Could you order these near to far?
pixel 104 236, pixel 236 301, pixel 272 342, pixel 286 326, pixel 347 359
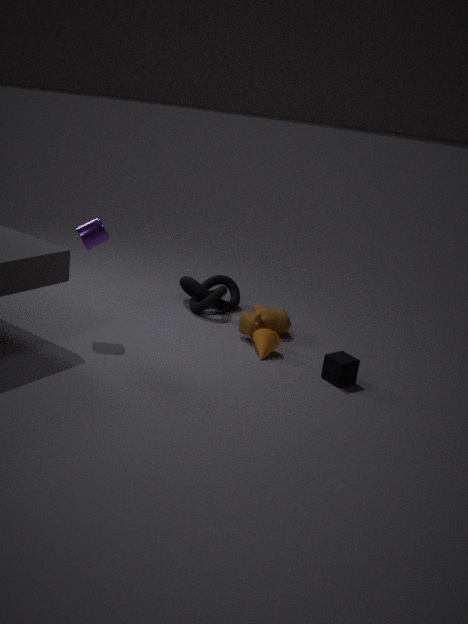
pixel 347 359
pixel 104 236
pixel 272 342
pixel 286 326
pixel 236 301
